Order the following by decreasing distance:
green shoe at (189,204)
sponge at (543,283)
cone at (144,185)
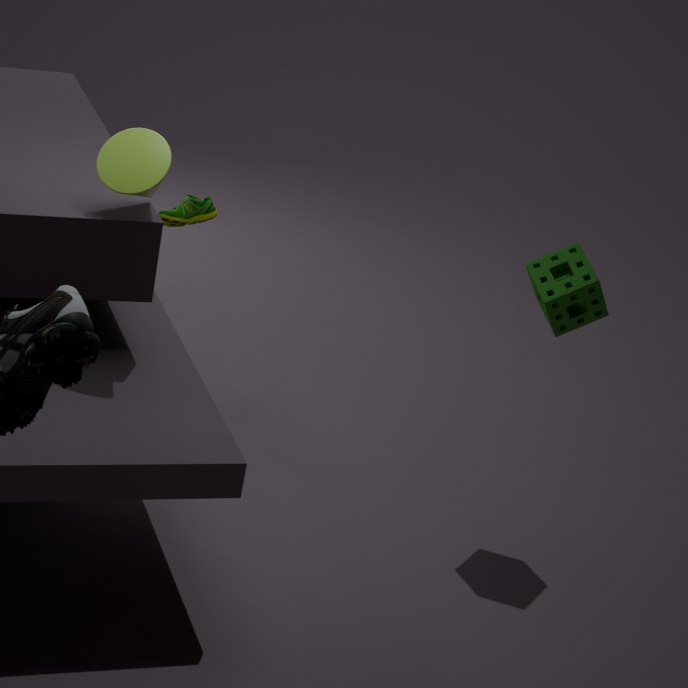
1. green shoe at (189,204)
2. sponge at (543,283)
3. cone at (144,185)
